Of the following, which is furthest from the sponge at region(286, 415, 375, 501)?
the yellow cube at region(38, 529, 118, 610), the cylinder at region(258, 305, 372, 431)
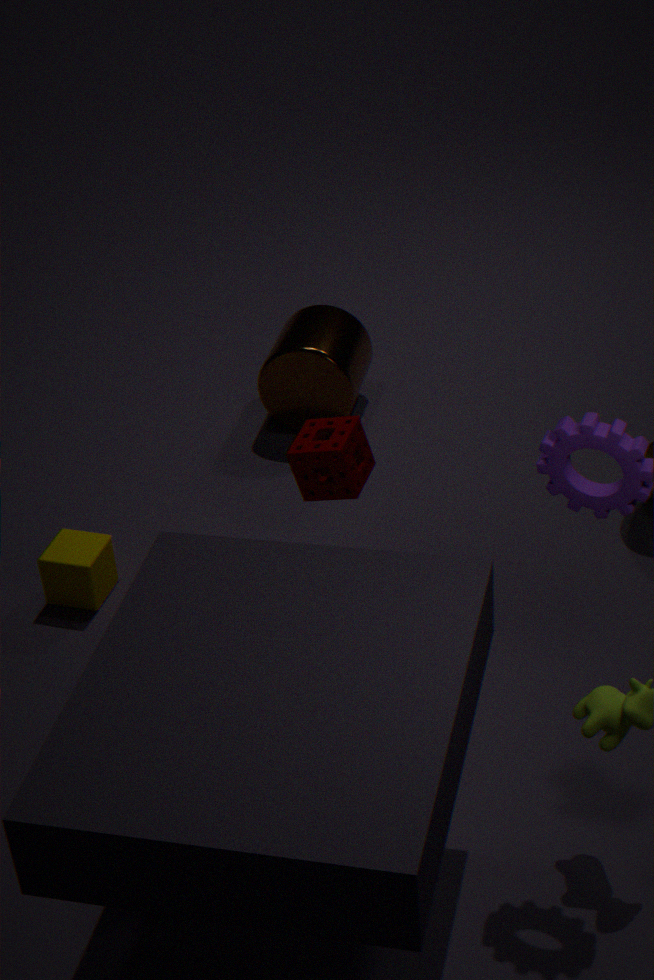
the cylinder at region(258, 305, 372, 431)
